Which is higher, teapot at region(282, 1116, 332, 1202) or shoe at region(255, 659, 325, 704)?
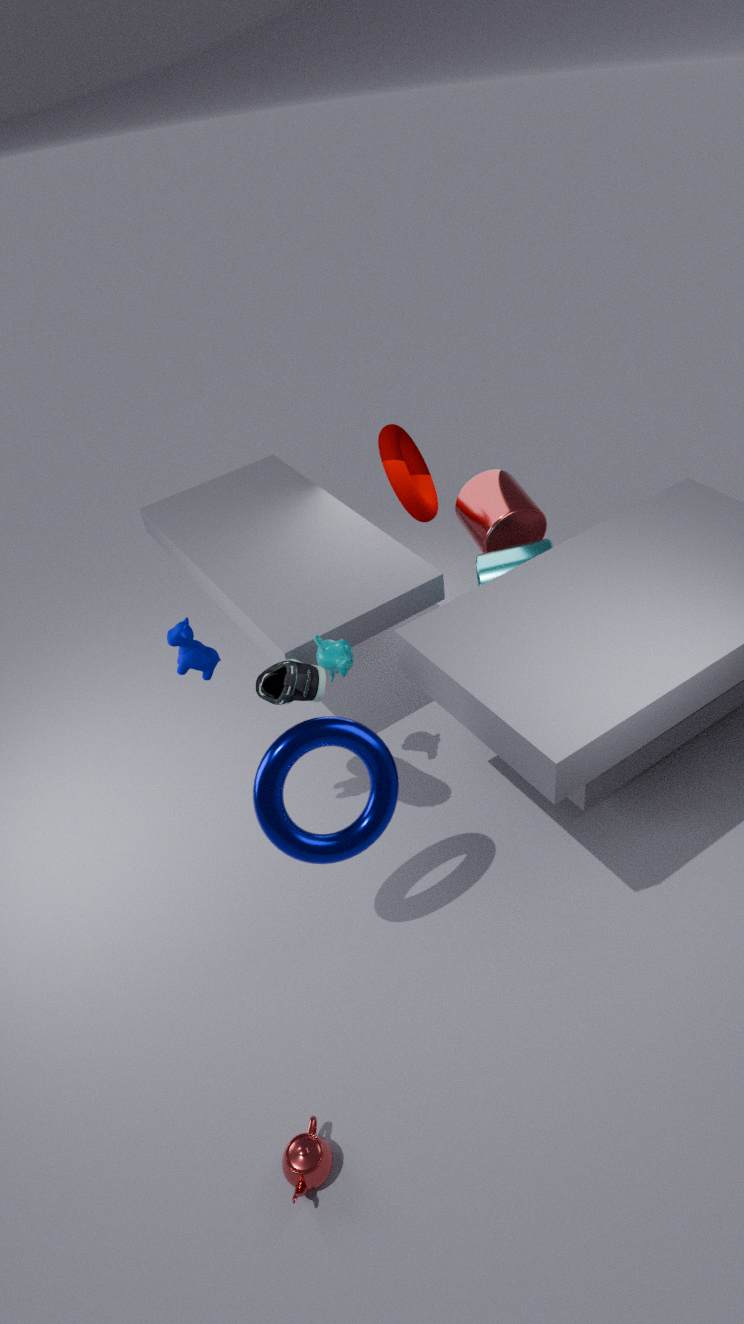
shoe at region(255, 659, 325, 704)
